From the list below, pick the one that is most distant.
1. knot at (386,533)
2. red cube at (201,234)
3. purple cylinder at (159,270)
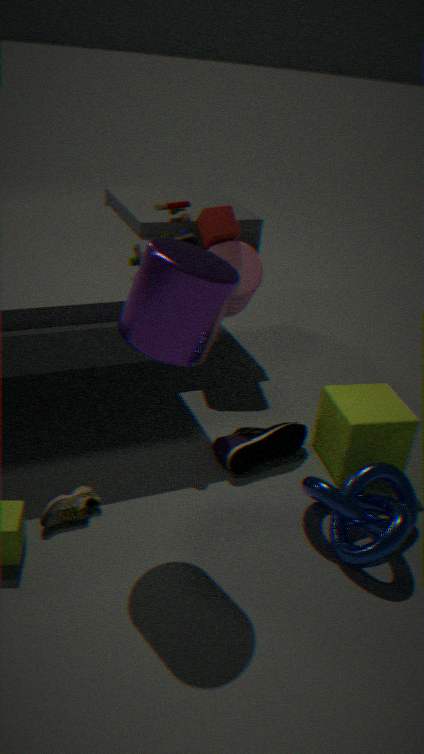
red cube at (201,234)
